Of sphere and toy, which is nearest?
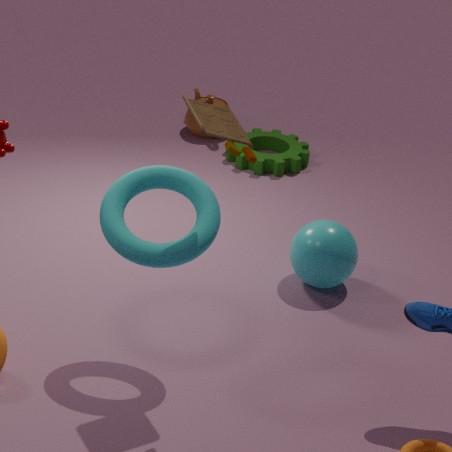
toy
